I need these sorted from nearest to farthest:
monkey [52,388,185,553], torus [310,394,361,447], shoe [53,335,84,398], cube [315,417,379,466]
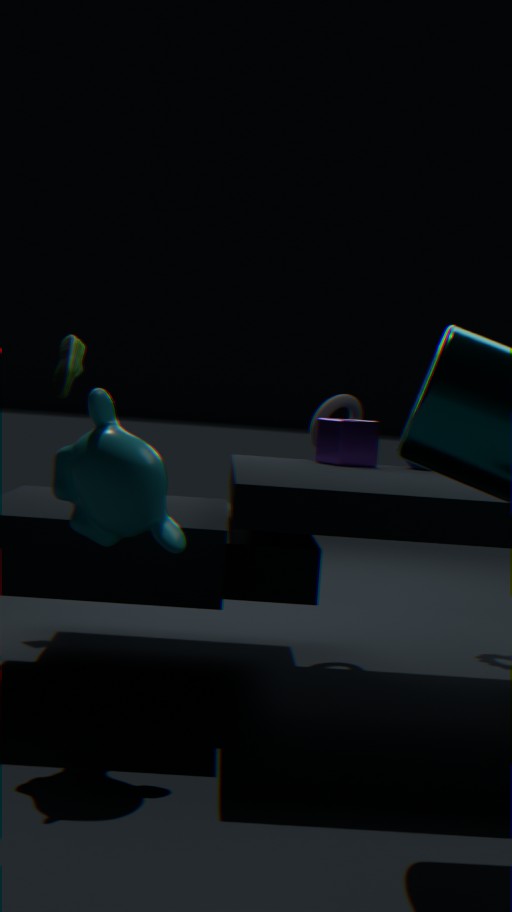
monkey [52,388,185,553] < cube [315,417,379,466] < torus [310,394,361,447] < shoe [53,335,84,398]
